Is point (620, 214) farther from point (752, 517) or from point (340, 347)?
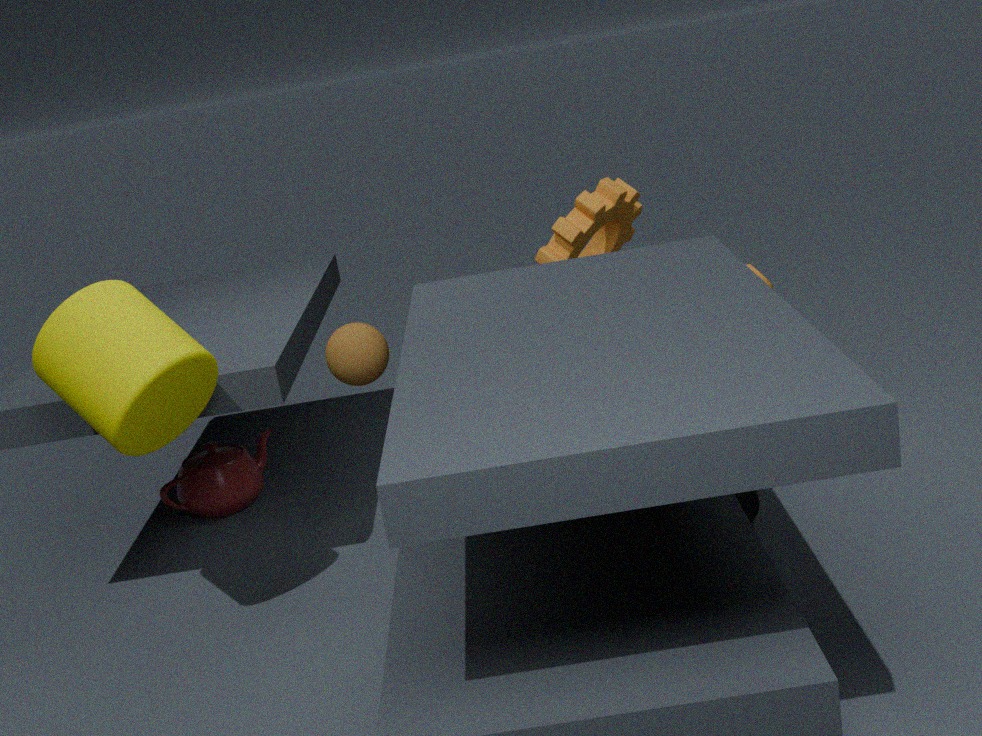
point (340, 347)
